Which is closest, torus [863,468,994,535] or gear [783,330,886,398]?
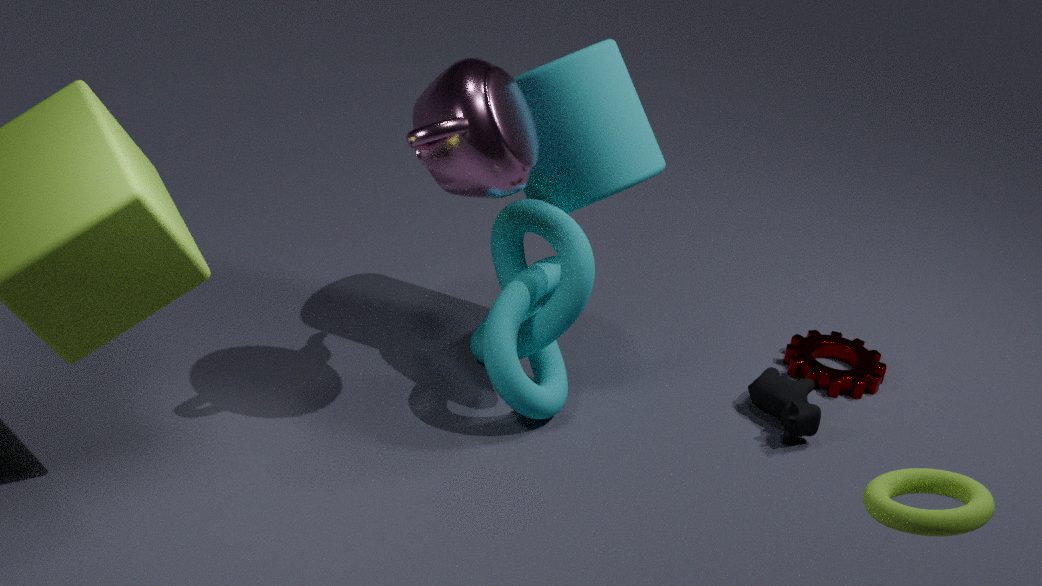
torus [863,468,994,535]
